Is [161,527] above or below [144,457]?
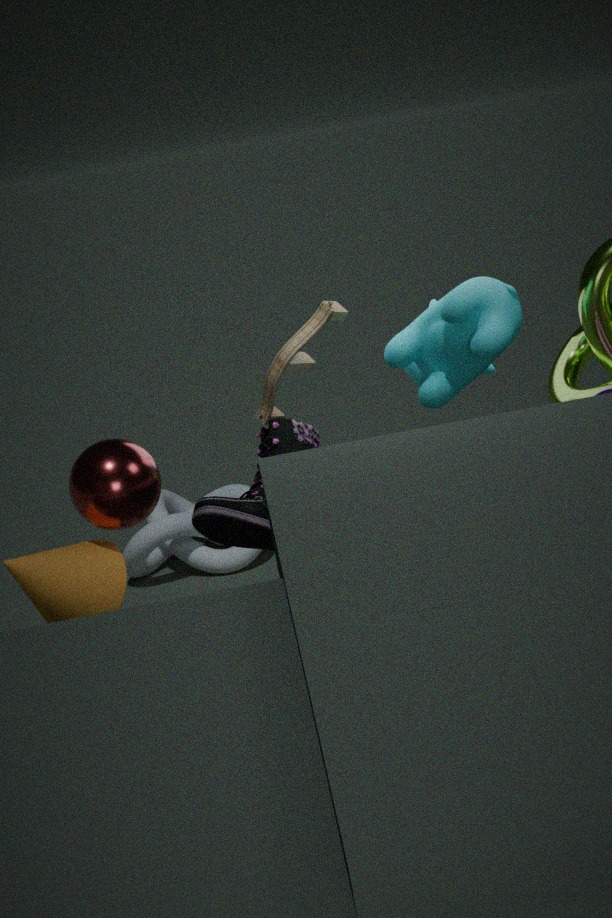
below
